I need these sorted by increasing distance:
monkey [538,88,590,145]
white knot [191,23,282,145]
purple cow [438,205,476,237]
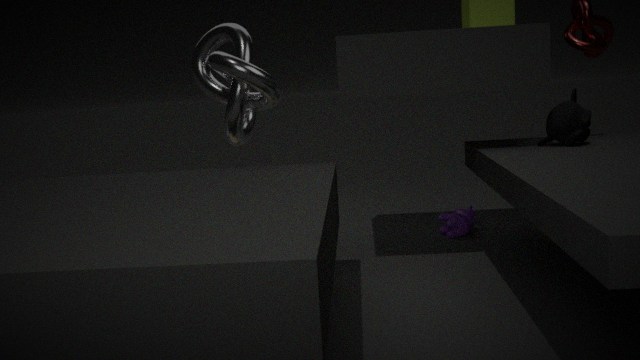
monkey [538,88,590,145]
white knot [191,23,282,145]
purple cow [438,205,476,237]
